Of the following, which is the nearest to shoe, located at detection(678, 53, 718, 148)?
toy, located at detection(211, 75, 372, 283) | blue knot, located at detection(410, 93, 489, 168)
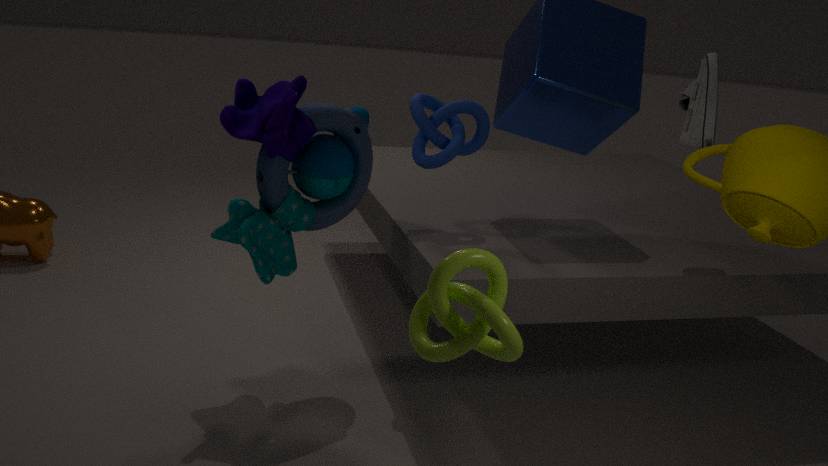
blue knot, located at detection(410, 93, 489, 168)
